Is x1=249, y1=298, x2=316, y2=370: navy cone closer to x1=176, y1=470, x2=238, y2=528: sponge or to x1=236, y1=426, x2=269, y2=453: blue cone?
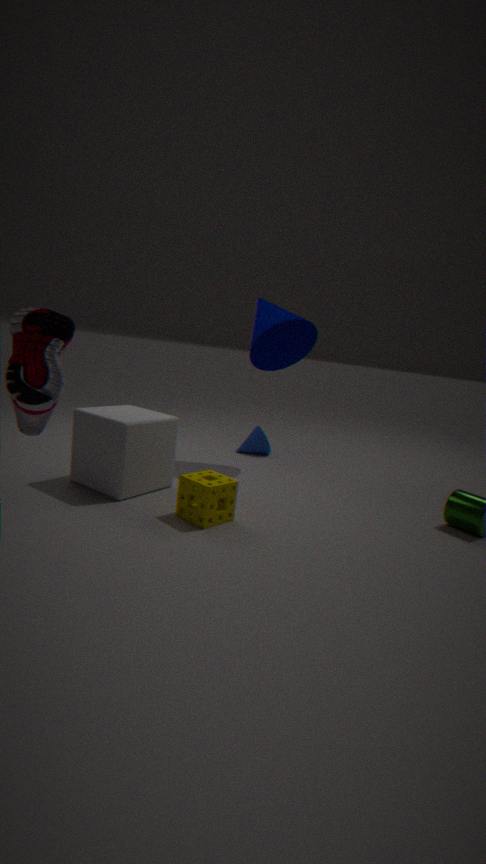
x1=236, y1=426, x2=269, y2=453: blue cone
